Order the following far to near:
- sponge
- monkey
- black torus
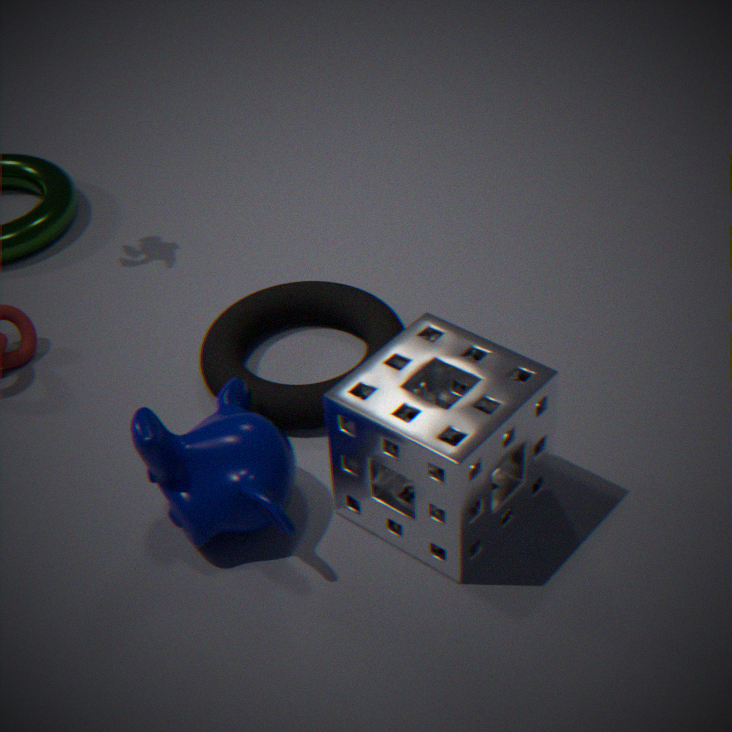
1. black torus
2. monkey
3. sponge
